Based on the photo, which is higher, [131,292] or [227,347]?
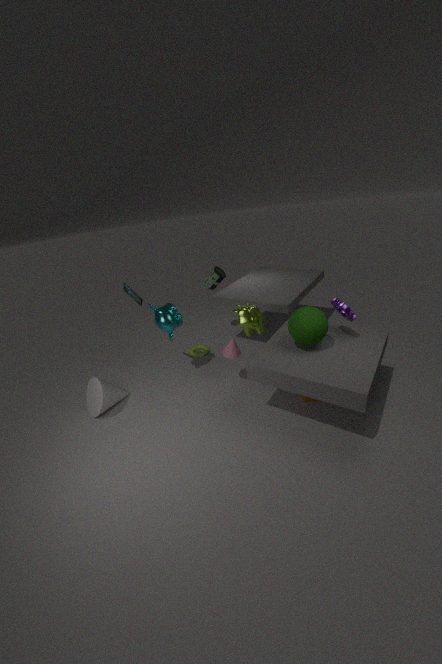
[131,292]
